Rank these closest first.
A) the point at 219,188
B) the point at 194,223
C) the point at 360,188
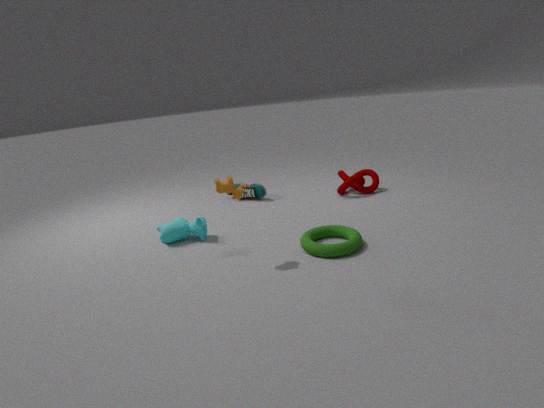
the point at 219,188 → the point at 194,223 → the point at 360,188
